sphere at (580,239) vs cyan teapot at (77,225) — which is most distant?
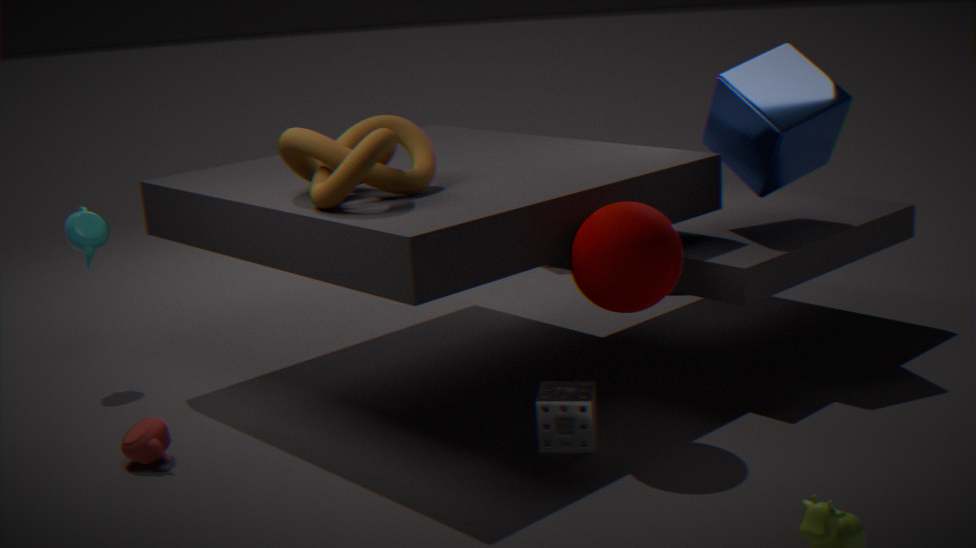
cyan teapot at (77,225)
